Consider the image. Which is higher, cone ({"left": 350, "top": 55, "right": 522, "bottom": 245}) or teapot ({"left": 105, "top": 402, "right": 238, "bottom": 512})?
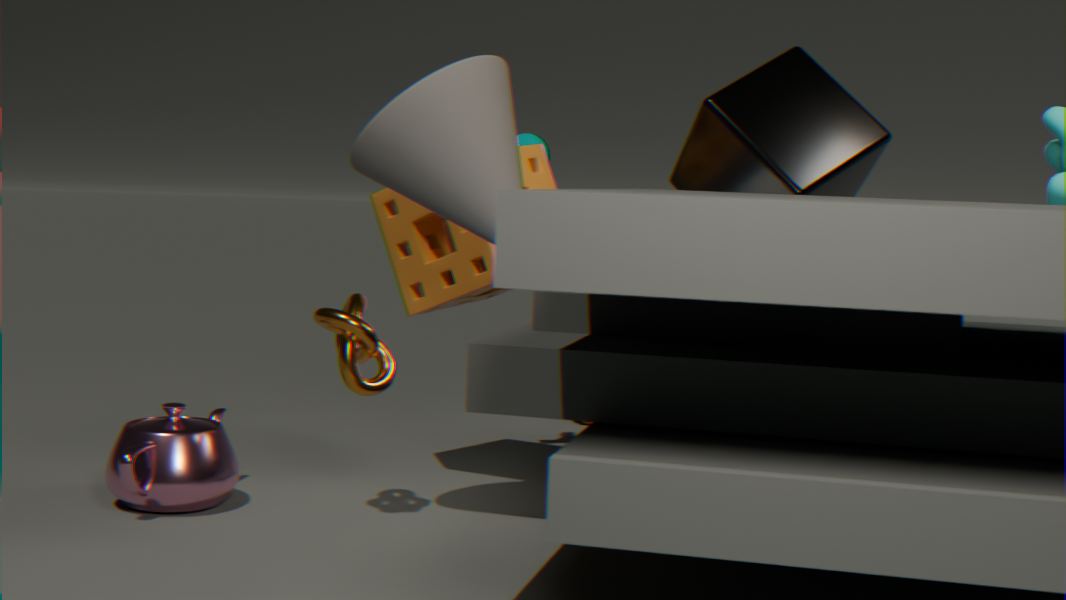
cone ({"left": 350, "top": 55, "right": 522, "bottom": 245})
